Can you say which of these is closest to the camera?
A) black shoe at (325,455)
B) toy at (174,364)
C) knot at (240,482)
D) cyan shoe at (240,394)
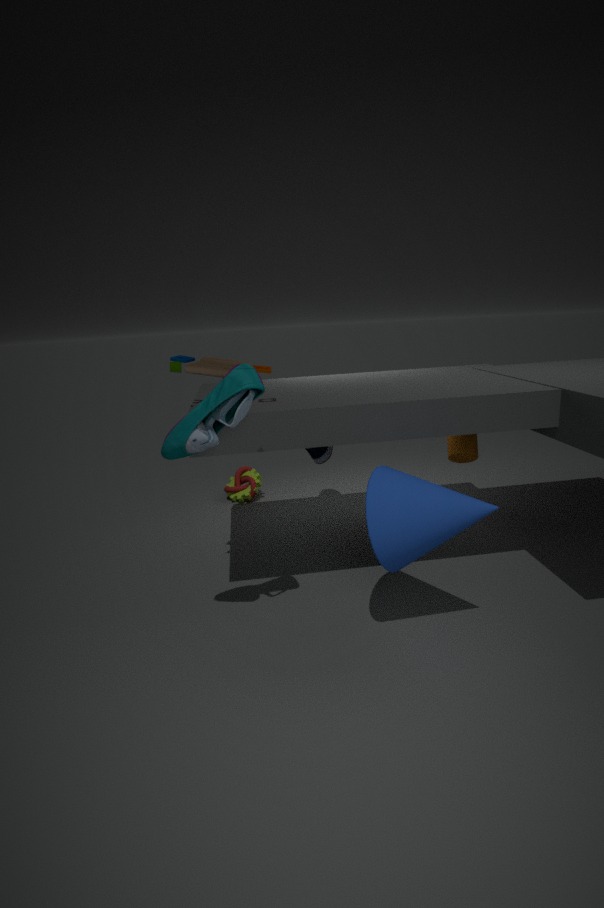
cyan shoe at (240,394)
